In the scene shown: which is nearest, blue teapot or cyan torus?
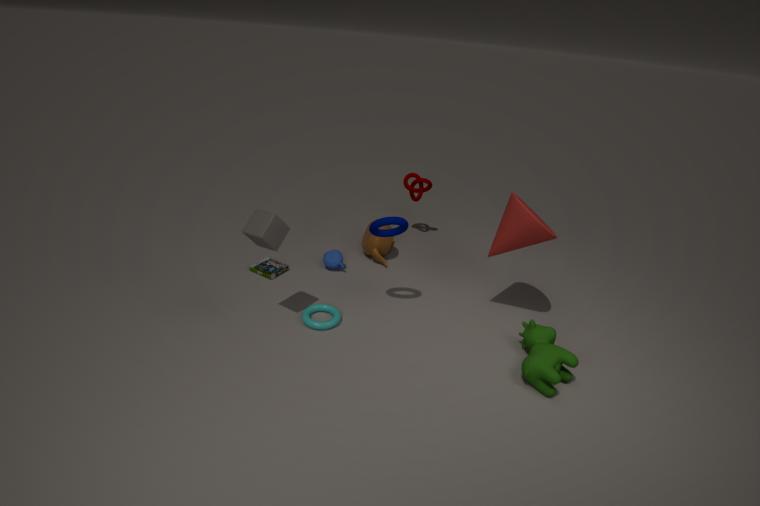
cyan torus
